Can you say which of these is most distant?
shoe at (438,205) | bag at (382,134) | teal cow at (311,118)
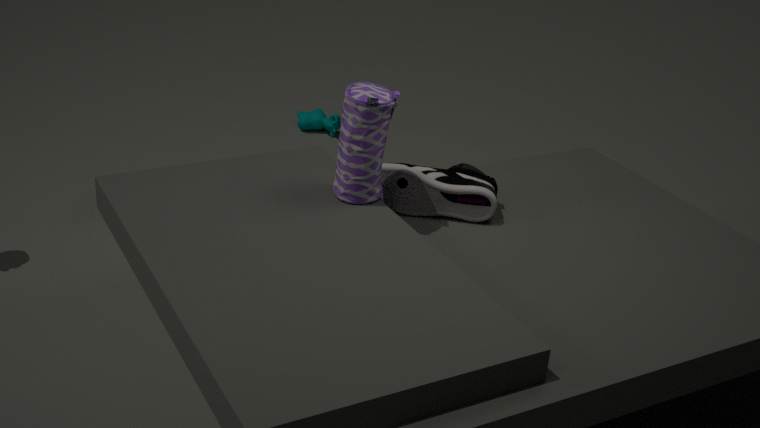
teal cow at (311,118)
